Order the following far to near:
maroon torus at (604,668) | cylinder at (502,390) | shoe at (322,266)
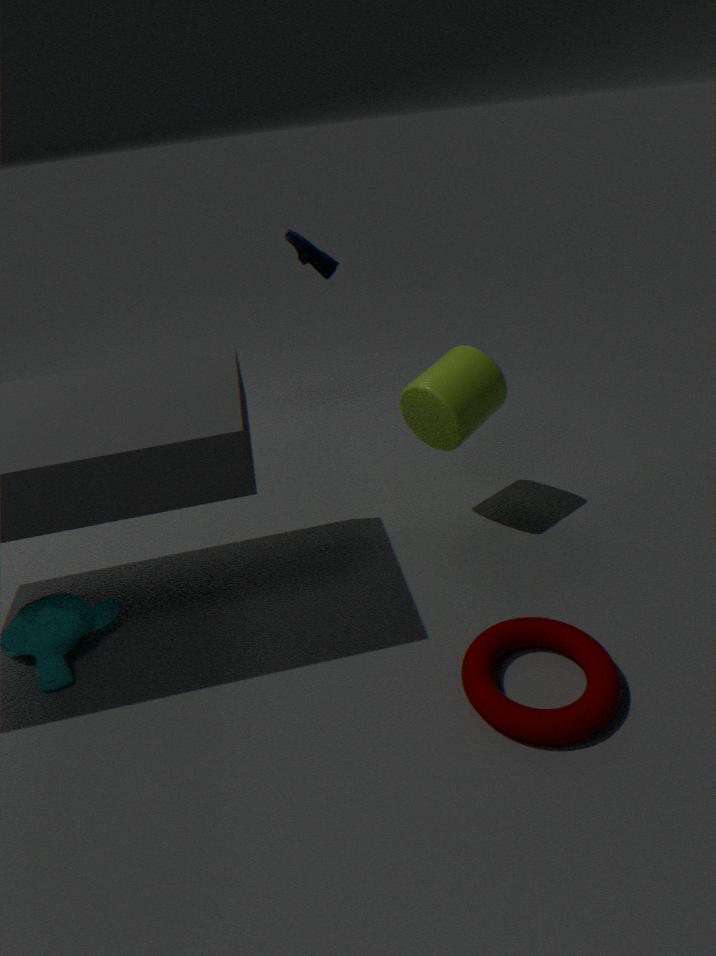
shoe at (322,266) < cylinder at (502,390) < maroon torus at (604,668)
